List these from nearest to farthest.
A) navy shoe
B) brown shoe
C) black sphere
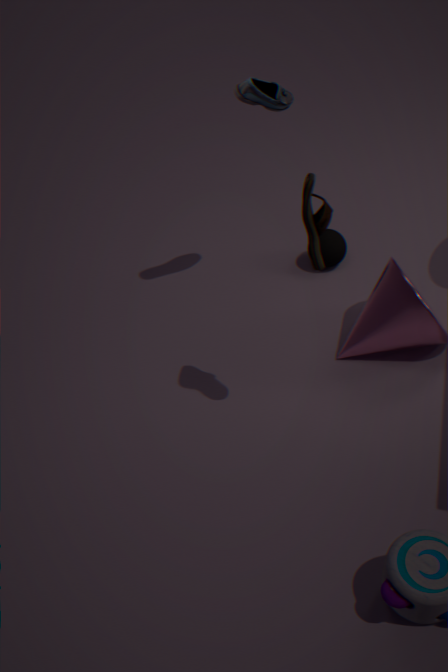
brown shoe → navy shoe → black sphere
